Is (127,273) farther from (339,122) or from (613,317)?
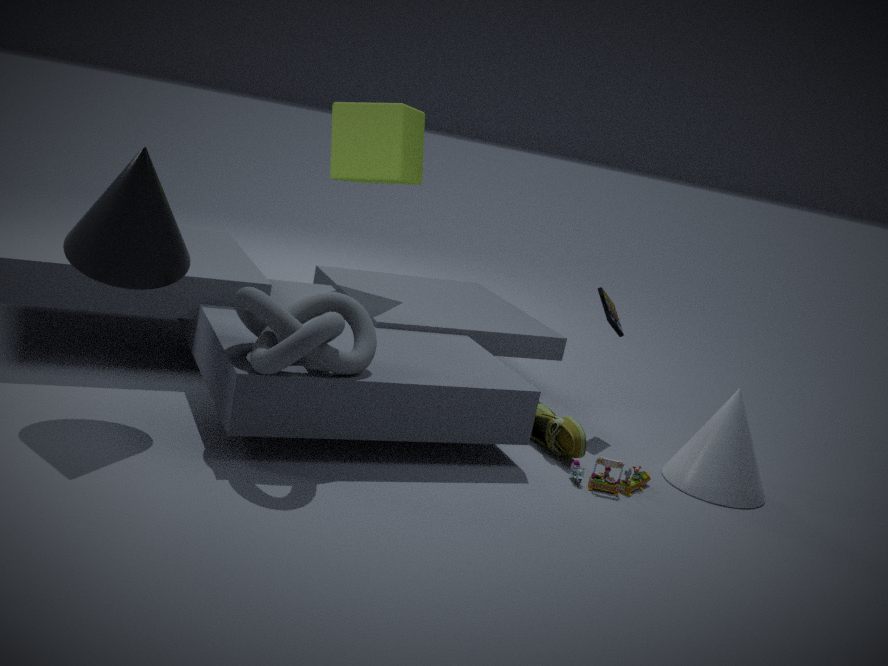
(613,317)
